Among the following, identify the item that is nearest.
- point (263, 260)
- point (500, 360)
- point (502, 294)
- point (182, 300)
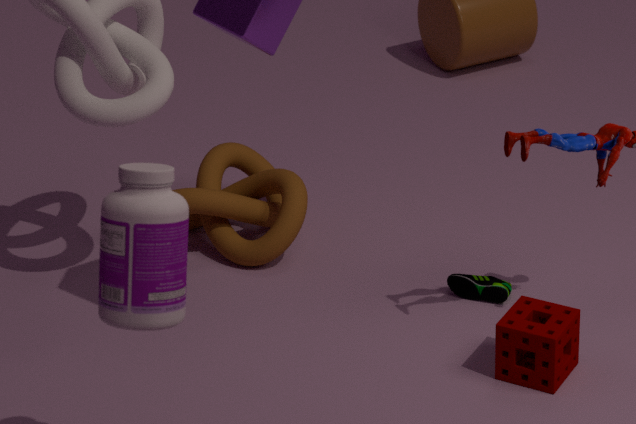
point (182, 300)
